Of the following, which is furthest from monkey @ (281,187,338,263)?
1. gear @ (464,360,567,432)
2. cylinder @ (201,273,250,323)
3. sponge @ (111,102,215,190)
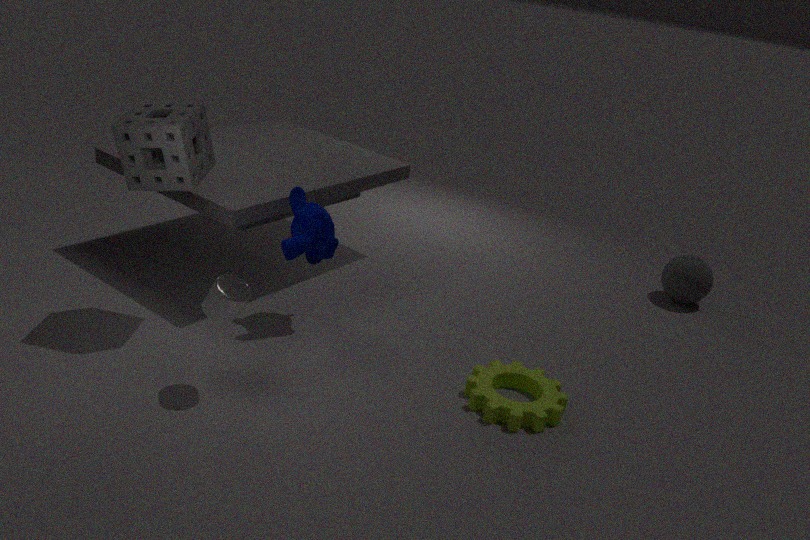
gear @ (464,360,567,432)
